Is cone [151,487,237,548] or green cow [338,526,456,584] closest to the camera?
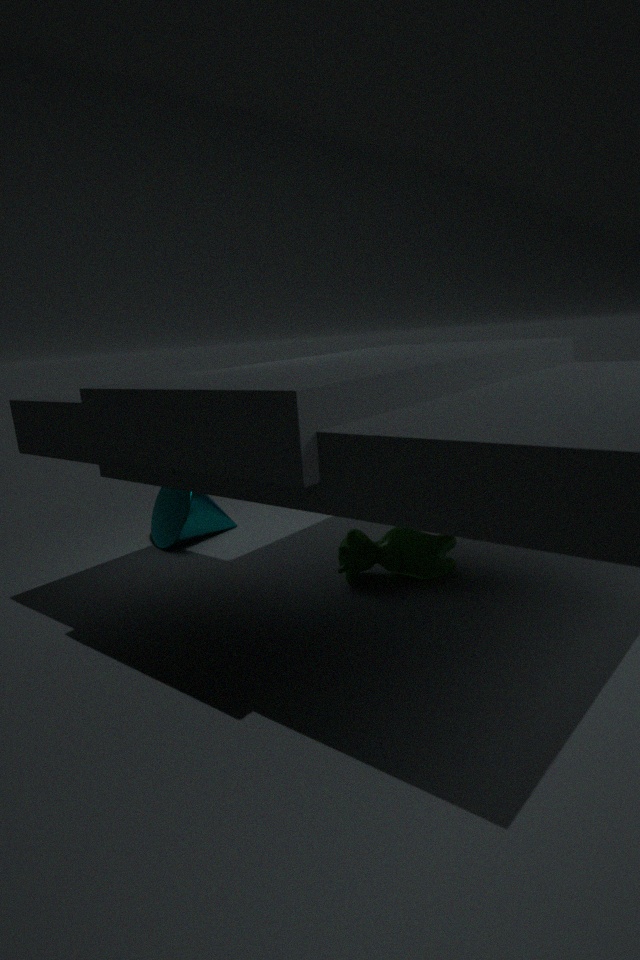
green cow [338,526,456,584]
